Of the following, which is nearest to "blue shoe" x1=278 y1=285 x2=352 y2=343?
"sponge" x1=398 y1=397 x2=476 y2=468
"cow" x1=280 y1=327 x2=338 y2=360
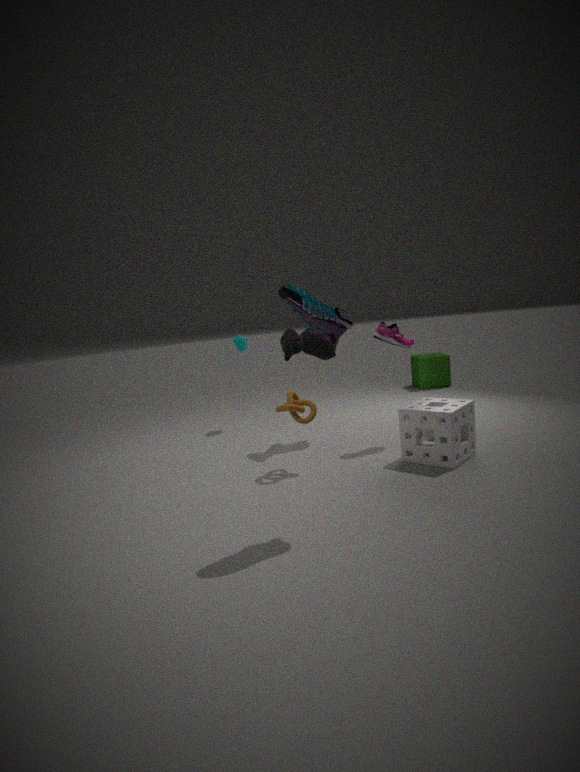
"sponge" x1=398 y1=397 x2=476 y2=468
